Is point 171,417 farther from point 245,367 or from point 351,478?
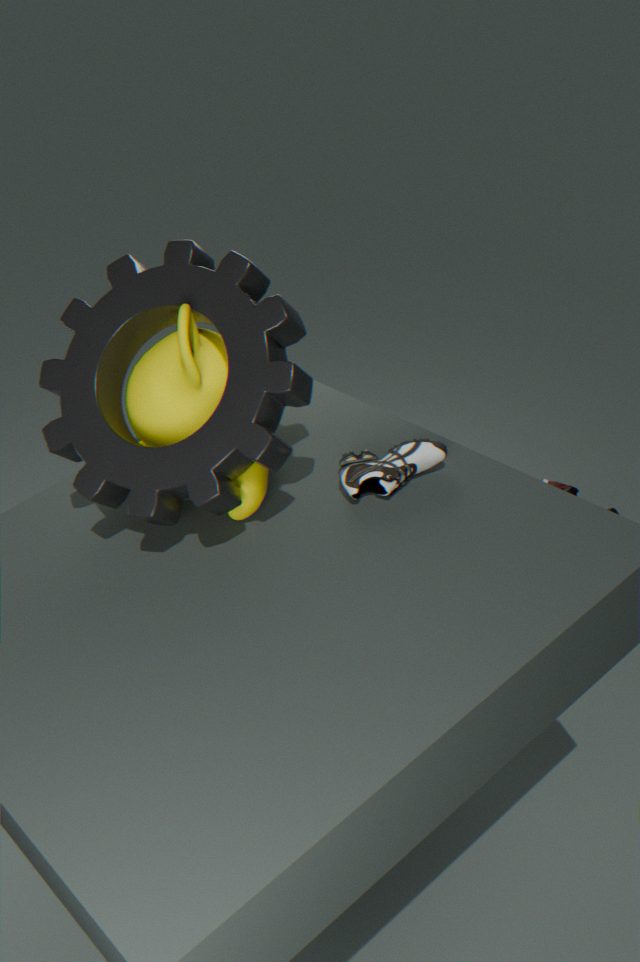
point 351,478
